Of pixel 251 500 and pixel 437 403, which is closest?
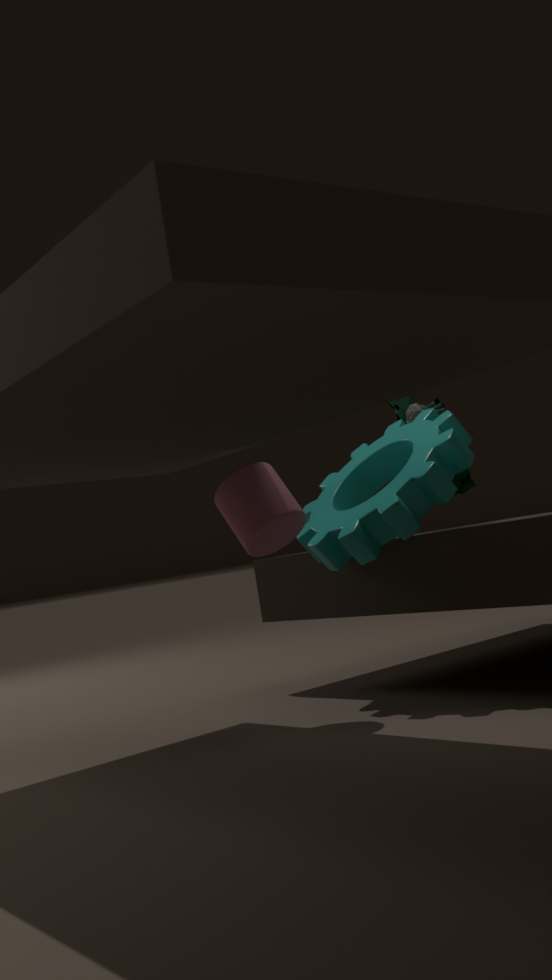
pixel 251 500
